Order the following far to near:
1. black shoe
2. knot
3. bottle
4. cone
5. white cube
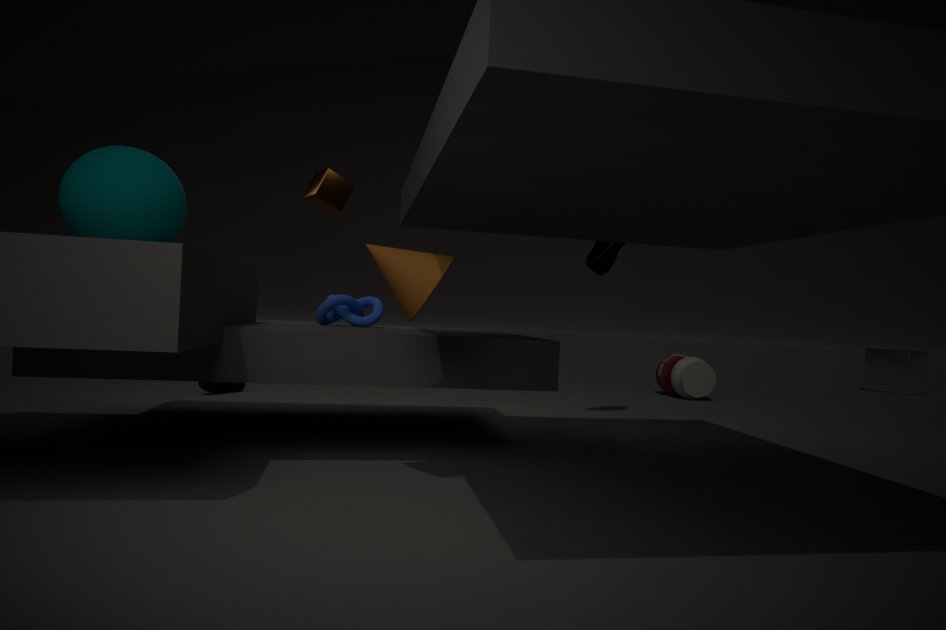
white cube
bottle
black shoe
knot
cone
